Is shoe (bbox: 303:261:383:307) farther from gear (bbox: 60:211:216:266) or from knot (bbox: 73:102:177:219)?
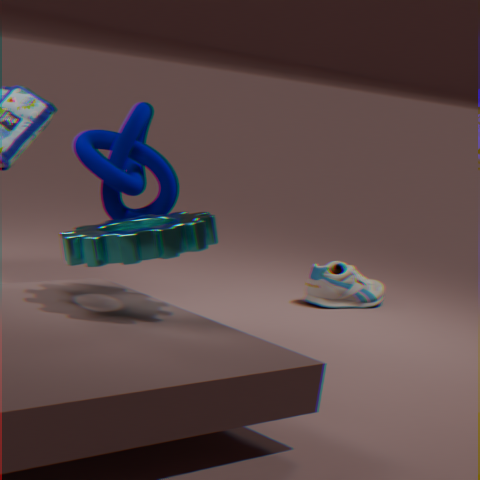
gear (bbox: 60:211:216:266)
